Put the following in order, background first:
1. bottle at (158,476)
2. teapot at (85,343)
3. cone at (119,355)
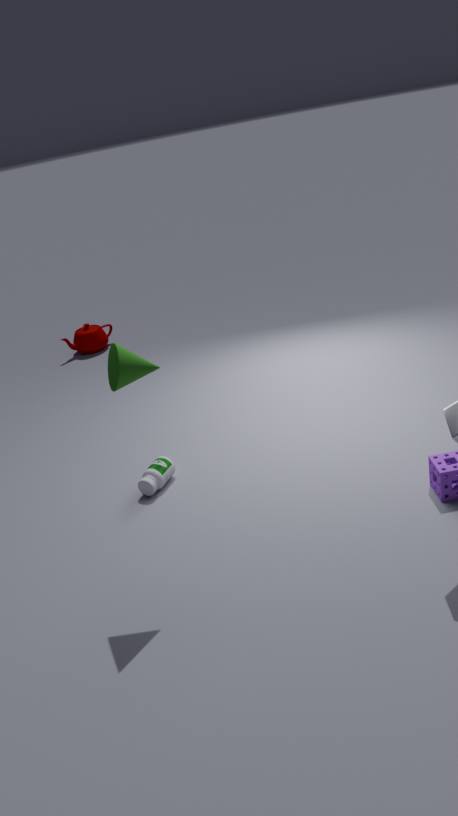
teapot at (85,343), bottle at (158,476), cone at (119,355)
